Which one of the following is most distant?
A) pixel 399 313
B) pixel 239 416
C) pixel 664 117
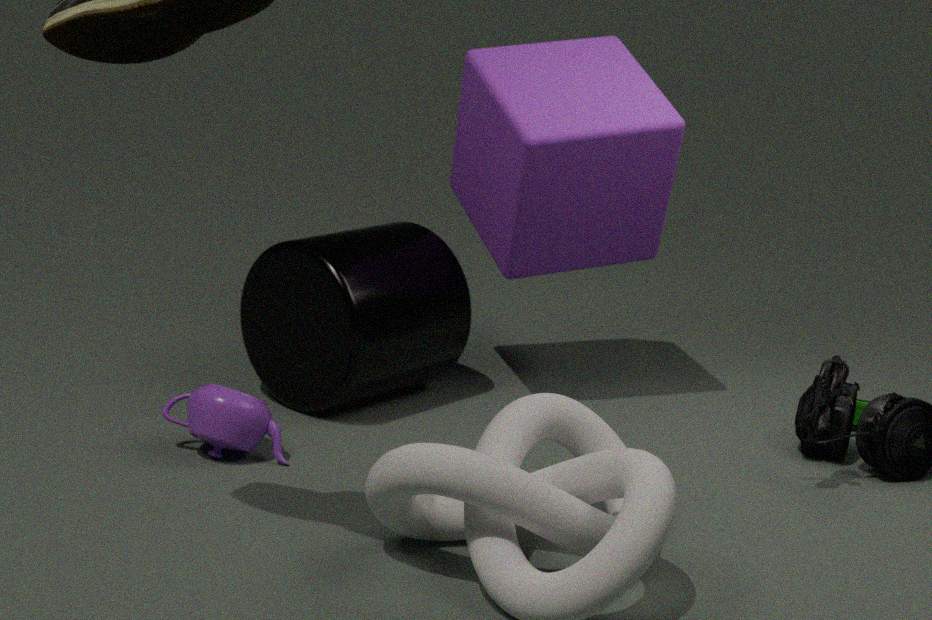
pixel 399 313
